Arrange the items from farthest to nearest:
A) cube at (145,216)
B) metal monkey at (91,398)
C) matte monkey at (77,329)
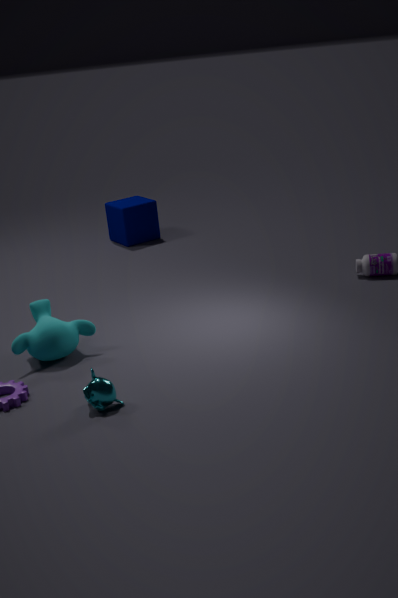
cube at (145,216)
matte monkey at (77,329)
metal monkey at (91,398)
